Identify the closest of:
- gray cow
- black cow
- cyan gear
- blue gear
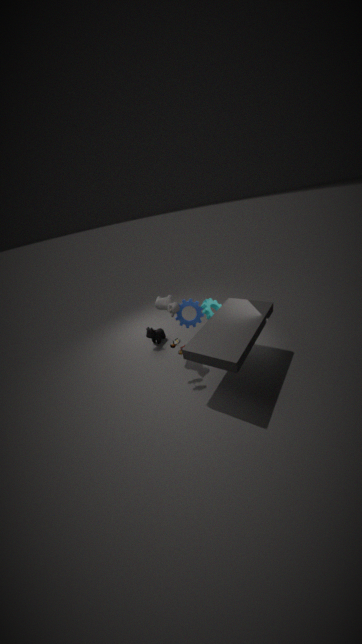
gray cow
